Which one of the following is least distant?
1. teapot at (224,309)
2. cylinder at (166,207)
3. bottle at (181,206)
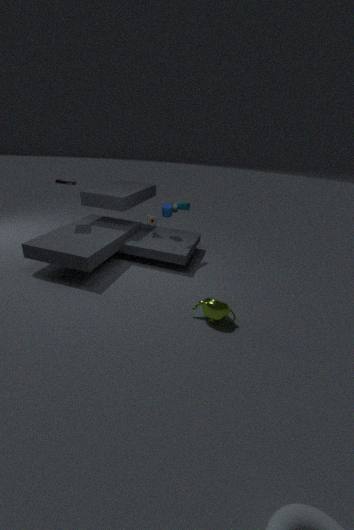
teapot at (224,309)
